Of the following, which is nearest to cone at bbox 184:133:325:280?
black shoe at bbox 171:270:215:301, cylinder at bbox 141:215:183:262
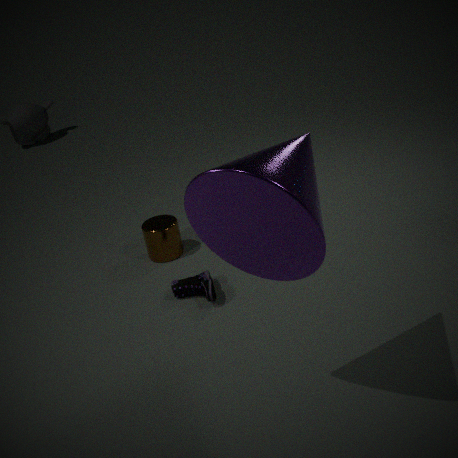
black shoe at bbox 171:270:215:301
